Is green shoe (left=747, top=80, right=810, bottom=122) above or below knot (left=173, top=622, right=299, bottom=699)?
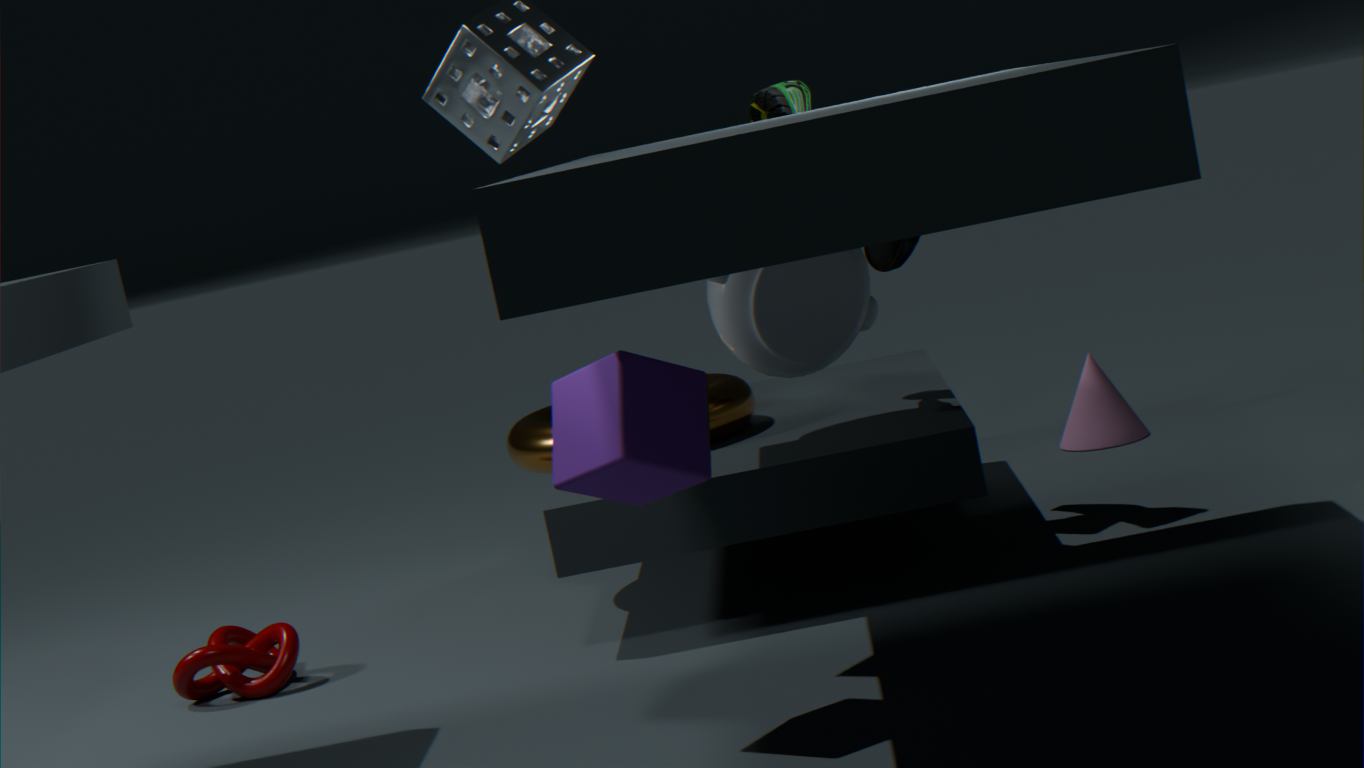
above
